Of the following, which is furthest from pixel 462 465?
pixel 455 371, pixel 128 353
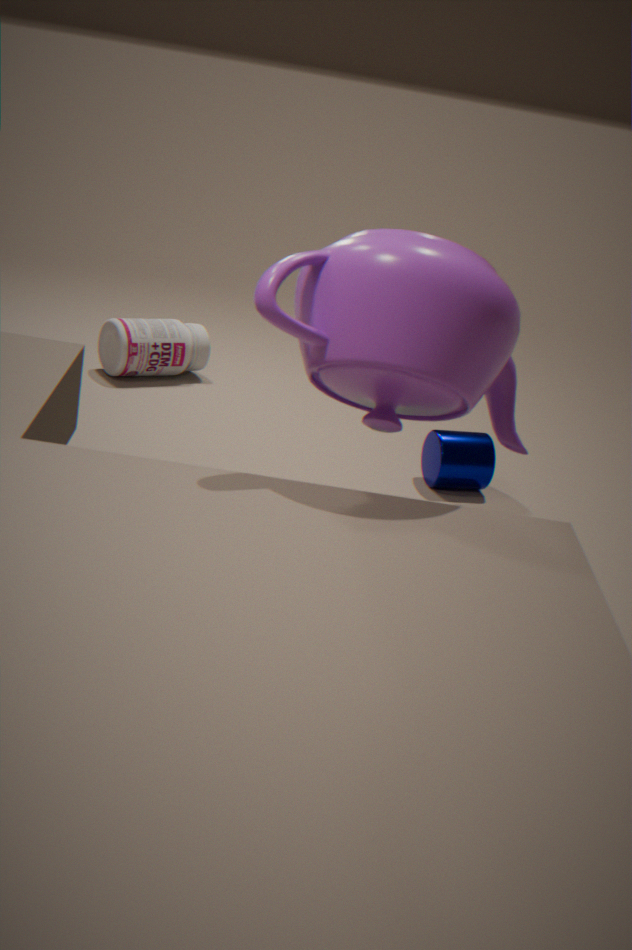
pixel 455 371
